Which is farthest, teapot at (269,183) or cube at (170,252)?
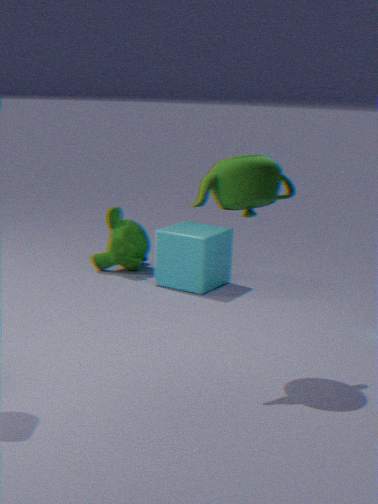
cube at (170,252)
